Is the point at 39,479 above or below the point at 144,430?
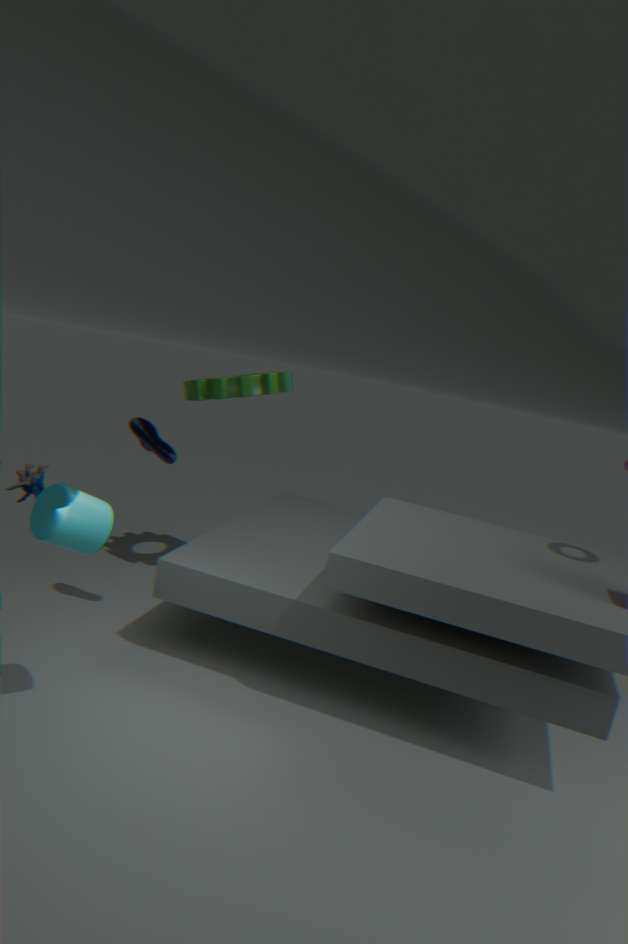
below
